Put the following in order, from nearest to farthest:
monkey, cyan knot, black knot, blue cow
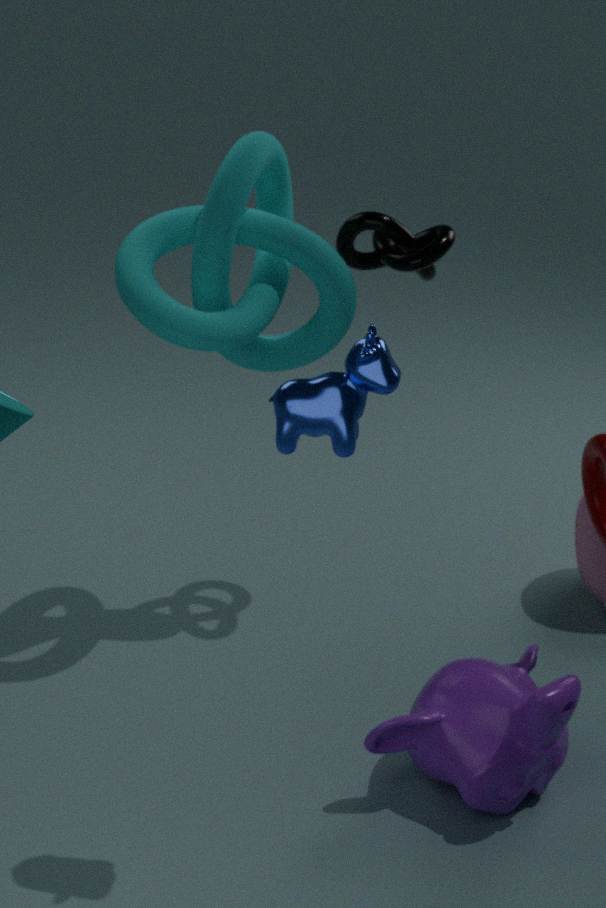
blue cow < monkey < cyan knot < black knot
